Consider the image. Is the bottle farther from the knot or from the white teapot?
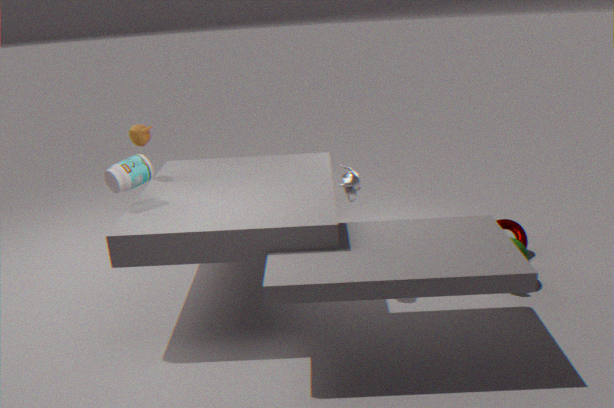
the knot
